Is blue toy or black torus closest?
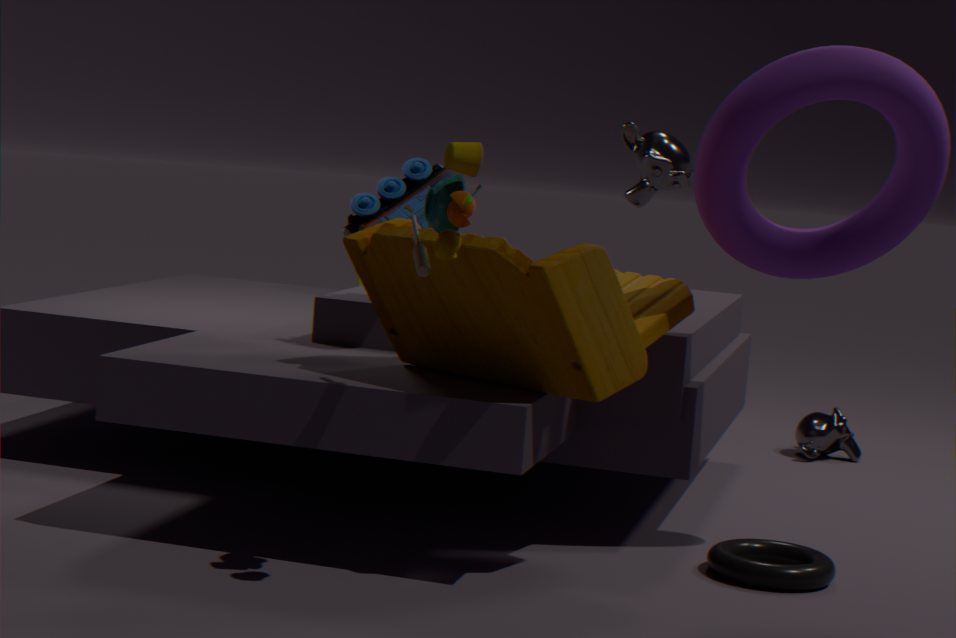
black torus
